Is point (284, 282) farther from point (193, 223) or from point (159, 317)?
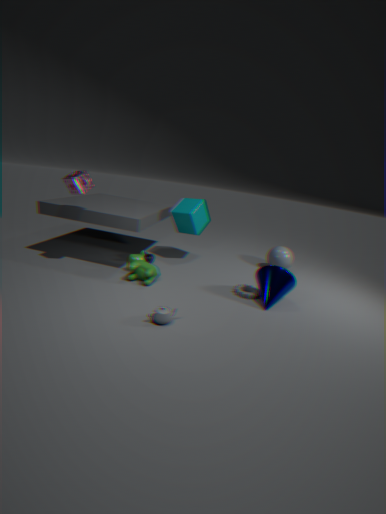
point (193, 223)
